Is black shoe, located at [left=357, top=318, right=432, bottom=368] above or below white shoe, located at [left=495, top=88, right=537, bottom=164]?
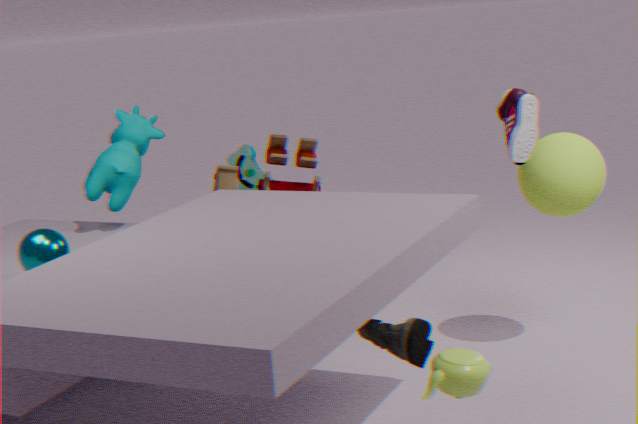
below
